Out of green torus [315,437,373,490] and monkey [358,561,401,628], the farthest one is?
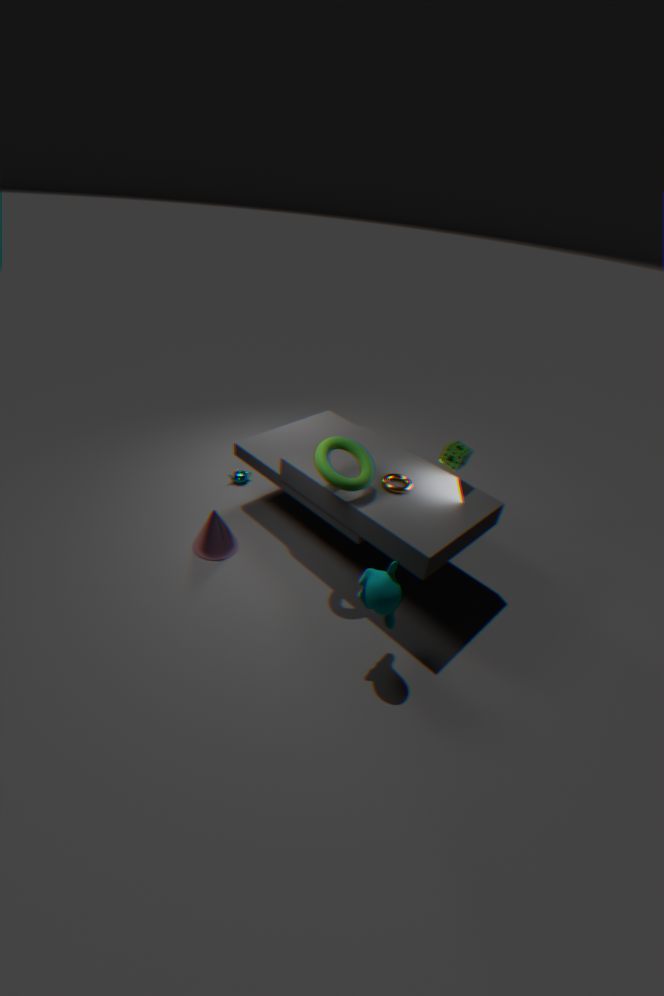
green torus [315,437,373,490]
